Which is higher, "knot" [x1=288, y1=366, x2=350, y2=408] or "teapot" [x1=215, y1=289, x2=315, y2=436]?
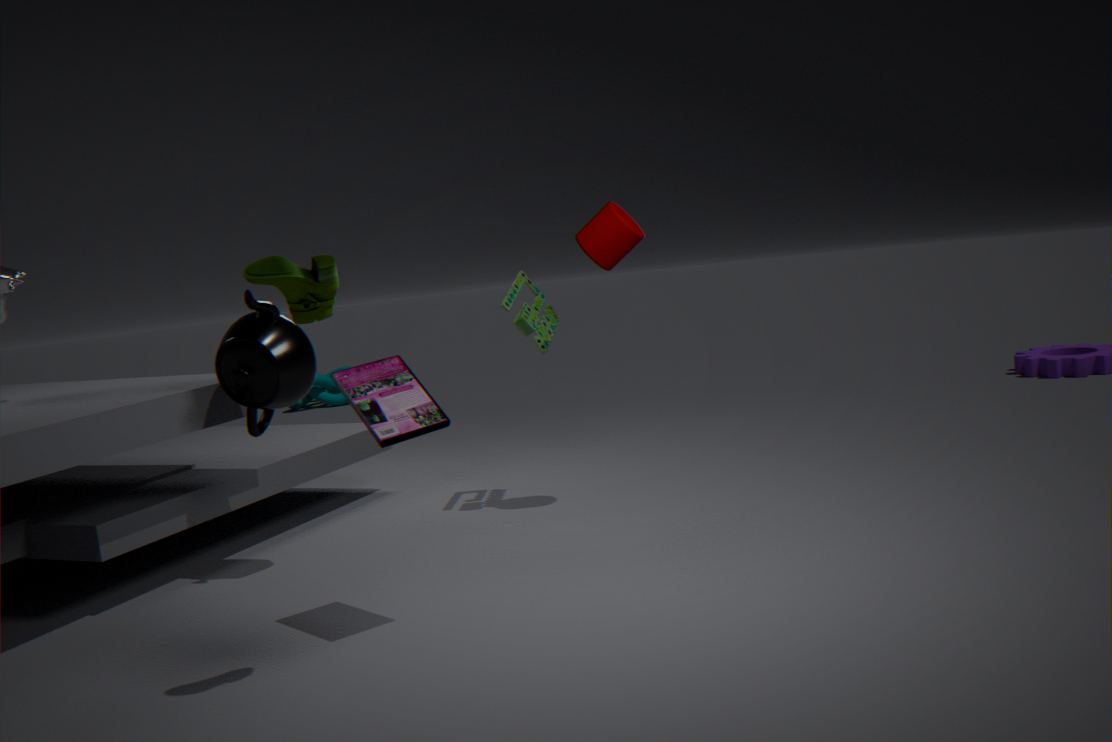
"teapot" [x1=215, y1=289, x2=315, y2=436]
